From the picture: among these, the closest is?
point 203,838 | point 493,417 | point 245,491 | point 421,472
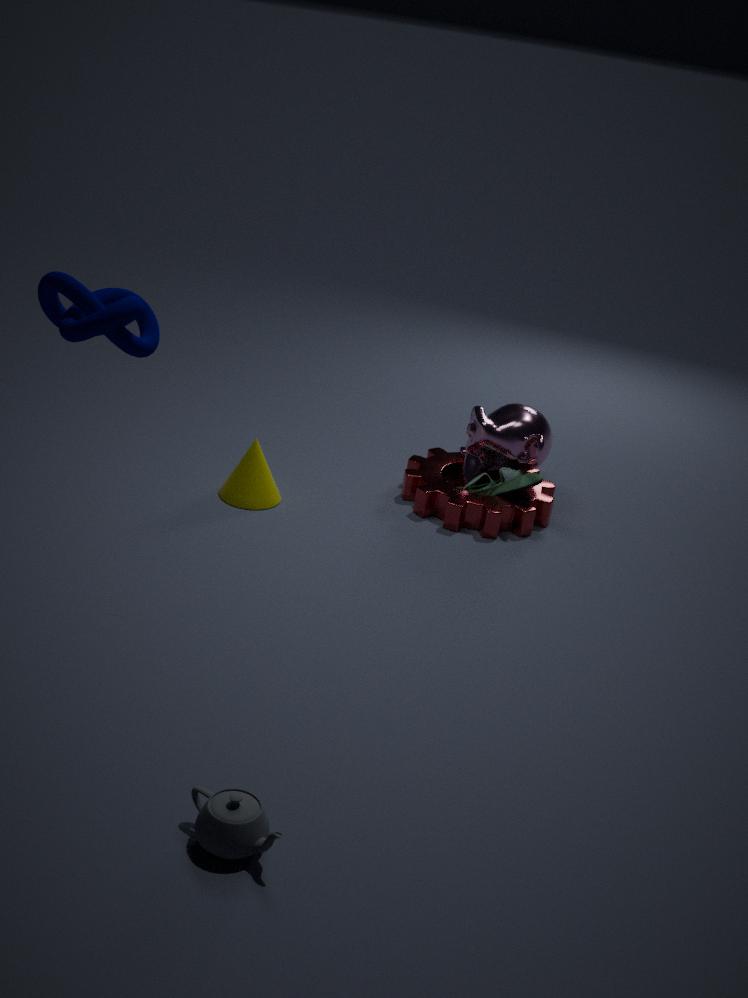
point 203,838
